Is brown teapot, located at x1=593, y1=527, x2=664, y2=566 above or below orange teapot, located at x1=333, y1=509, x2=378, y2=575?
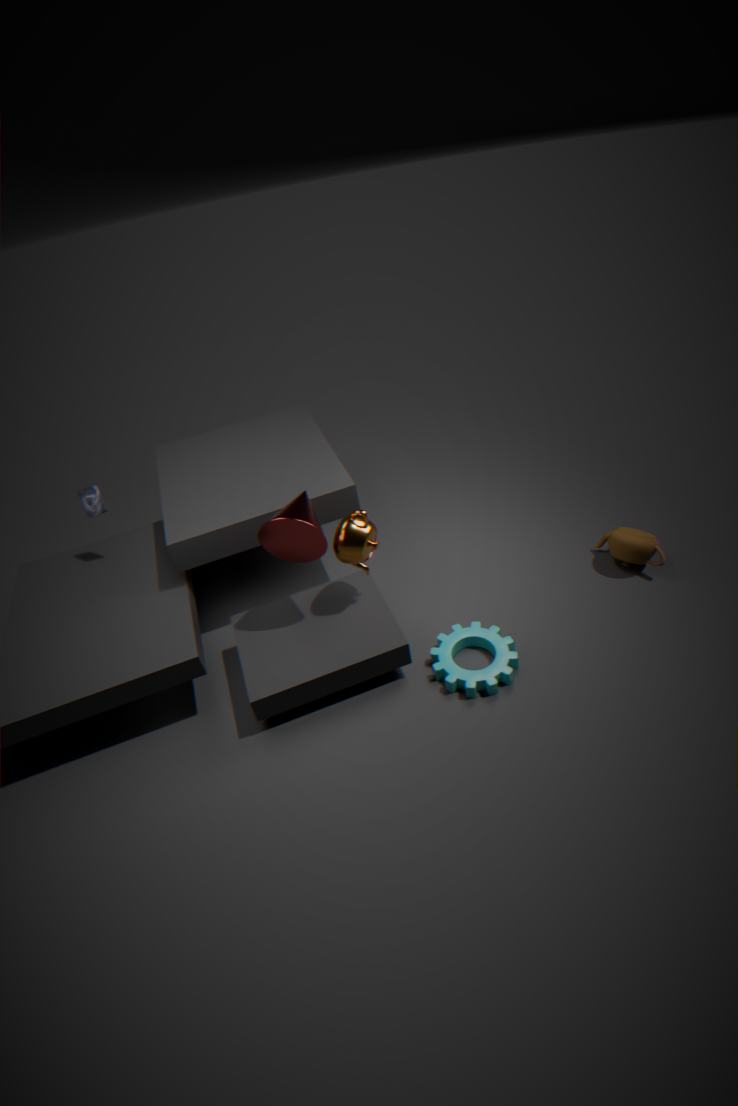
below
